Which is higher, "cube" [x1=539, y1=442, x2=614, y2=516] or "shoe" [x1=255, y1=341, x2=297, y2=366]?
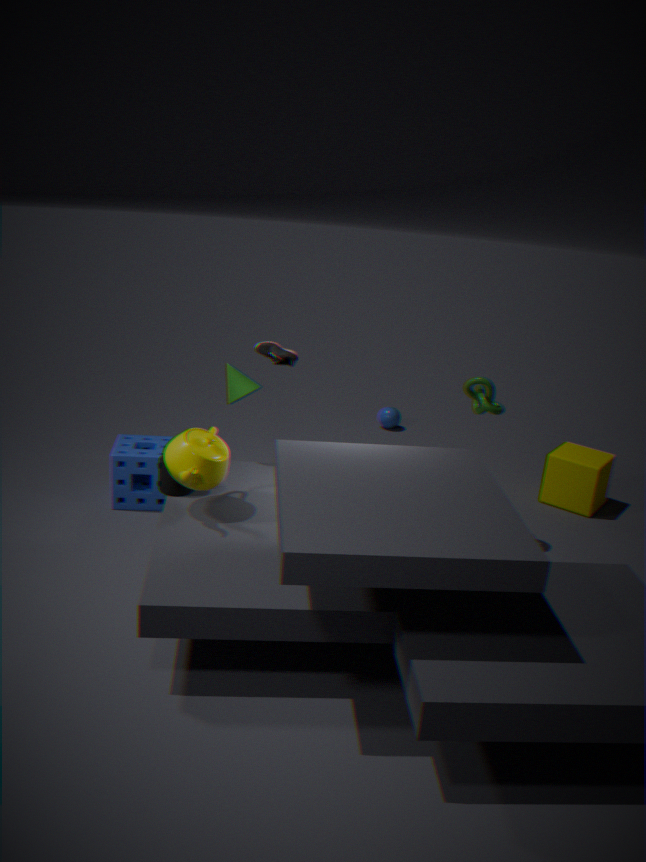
"shoe" [x1=255, y1=341, x2=297, y2=366]
